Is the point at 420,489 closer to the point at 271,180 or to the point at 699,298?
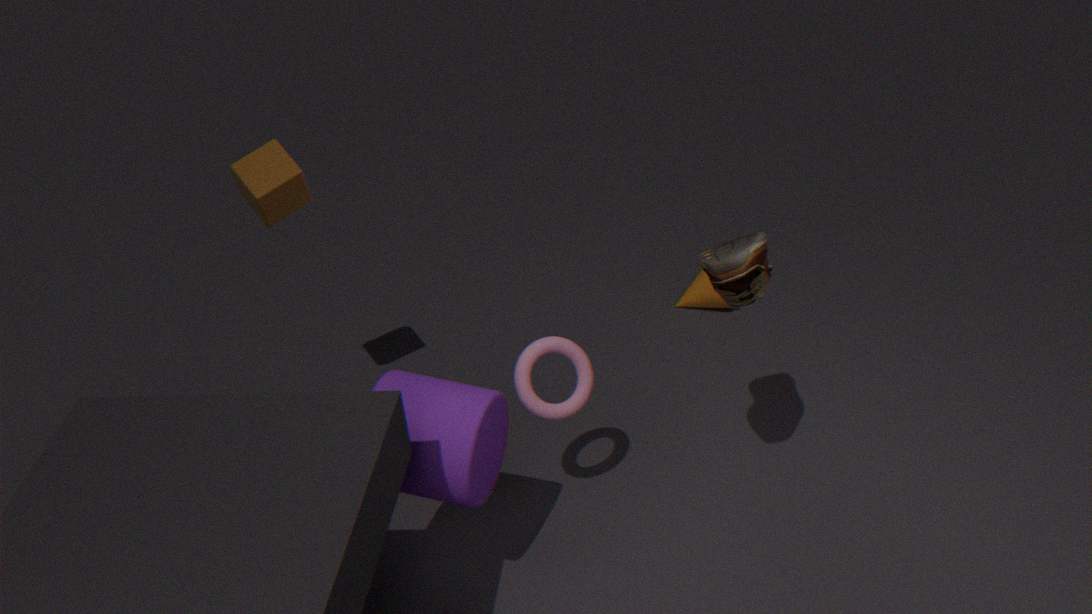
the point at 271,180
